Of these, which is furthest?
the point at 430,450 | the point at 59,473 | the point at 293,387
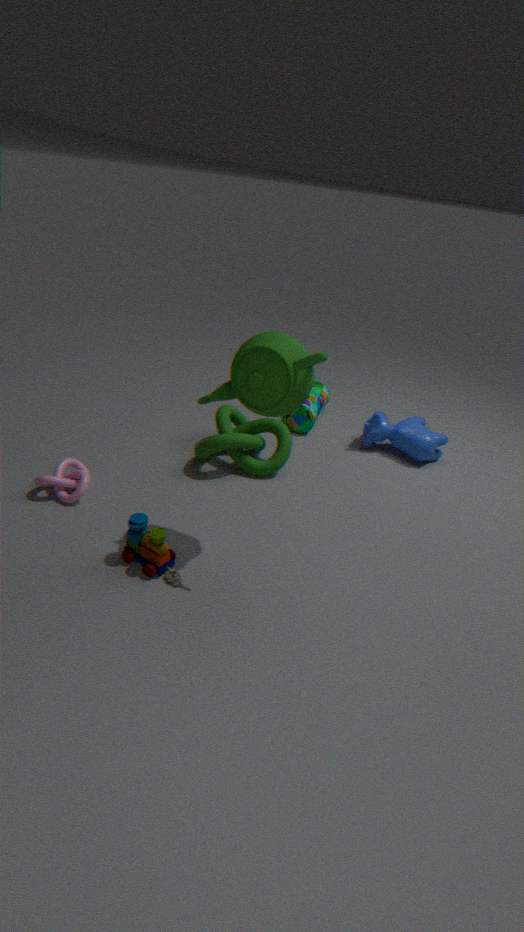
the point at 430,450
